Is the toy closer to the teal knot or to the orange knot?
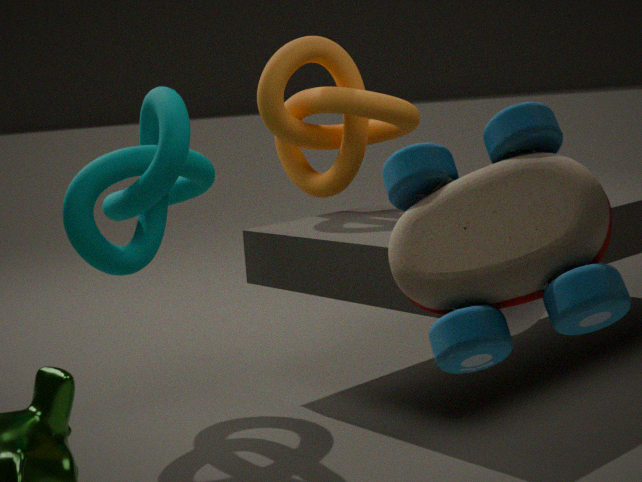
the teal knot
